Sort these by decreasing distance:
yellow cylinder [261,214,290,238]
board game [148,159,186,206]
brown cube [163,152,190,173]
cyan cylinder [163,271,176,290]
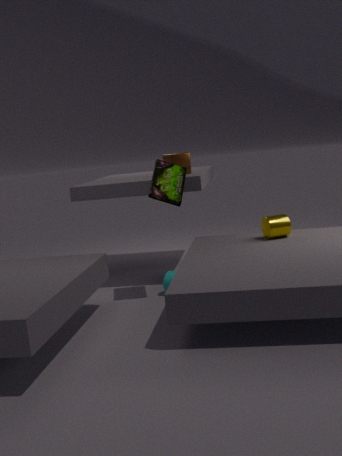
brown cube [163,152,190,173] < yellow cylinder [261,214,290,238] < cyan cylinder [163,271,176,290] < board game [148,159,186,206]
